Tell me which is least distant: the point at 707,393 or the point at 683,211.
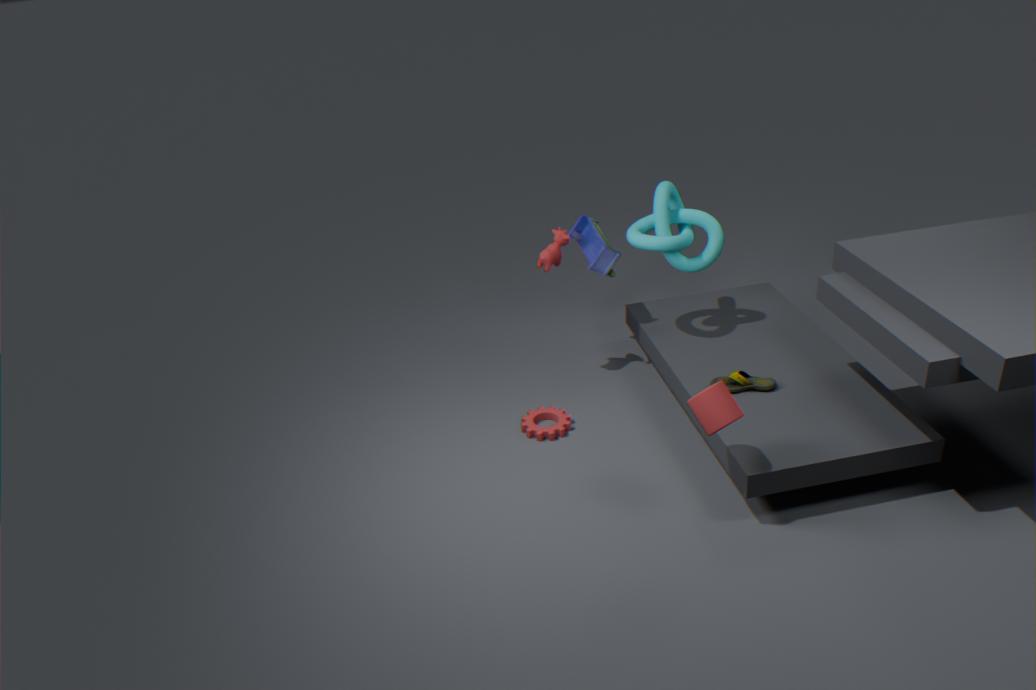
the point at 707,393
